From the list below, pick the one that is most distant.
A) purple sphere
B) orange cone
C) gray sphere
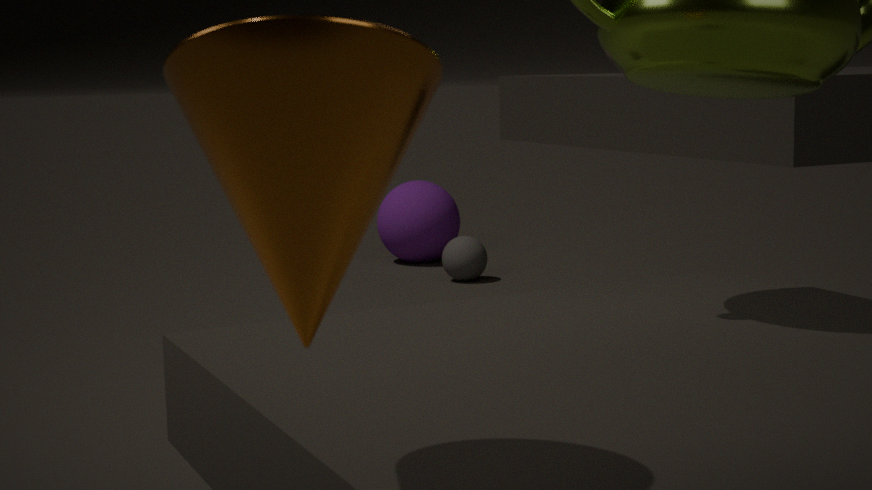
purple sphere
